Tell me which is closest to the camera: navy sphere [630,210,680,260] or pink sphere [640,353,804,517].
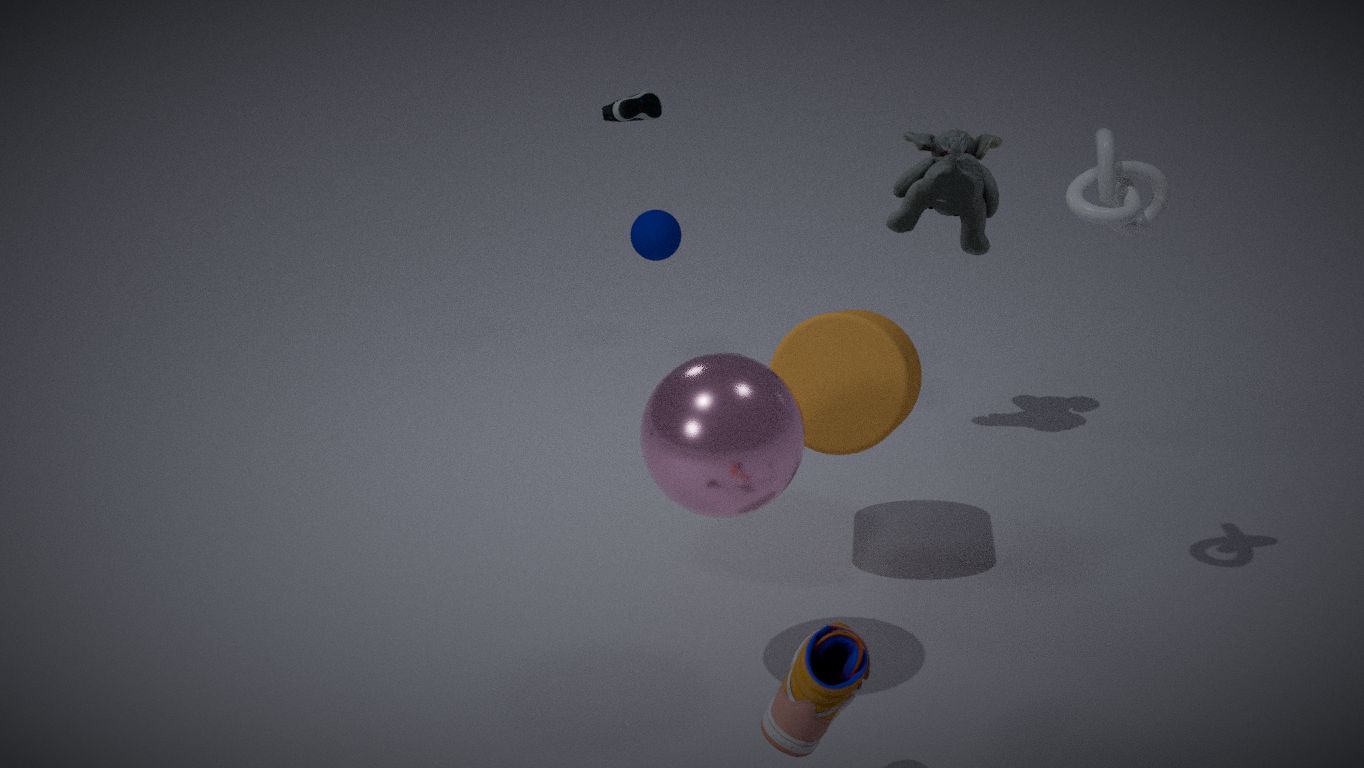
pink sphere [640,353,804,517]
